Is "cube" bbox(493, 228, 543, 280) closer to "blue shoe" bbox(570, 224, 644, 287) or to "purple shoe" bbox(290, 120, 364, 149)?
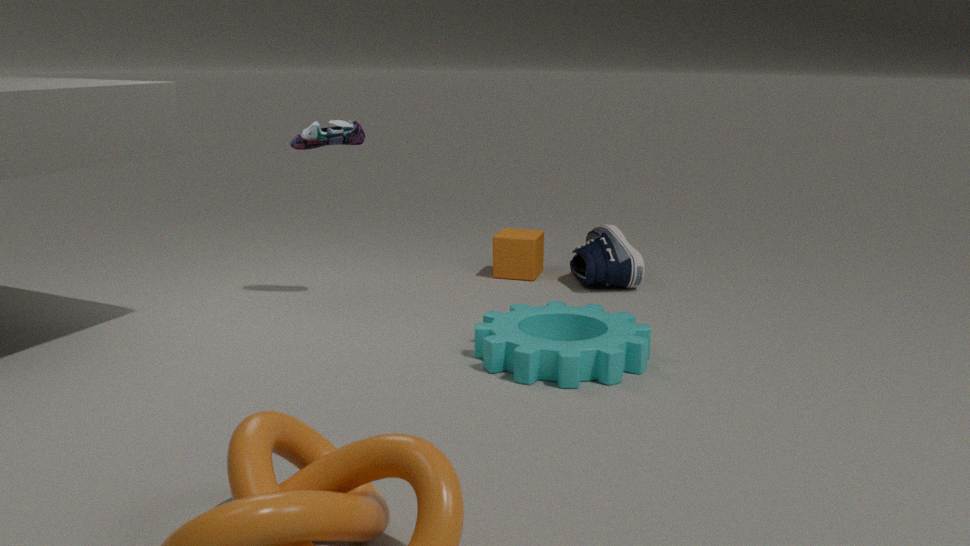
"blue shoe" bbox(570, 224, 644, 287)
